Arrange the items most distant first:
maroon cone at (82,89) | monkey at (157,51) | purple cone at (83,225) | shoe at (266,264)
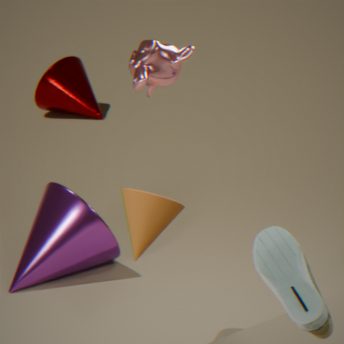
maroon cone at (82,89), purple cone at (83,225), monkey at (157,51), shoe at (266,264)
